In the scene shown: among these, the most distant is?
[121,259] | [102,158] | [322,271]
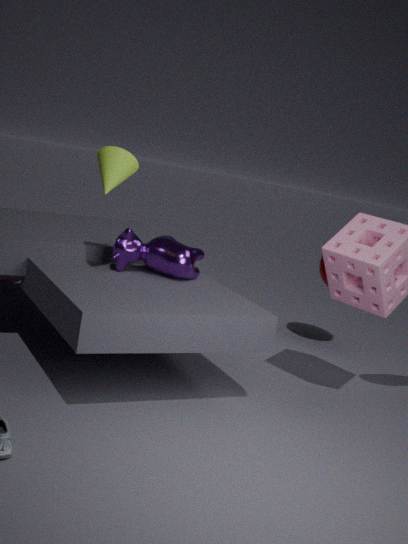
[322,271]
